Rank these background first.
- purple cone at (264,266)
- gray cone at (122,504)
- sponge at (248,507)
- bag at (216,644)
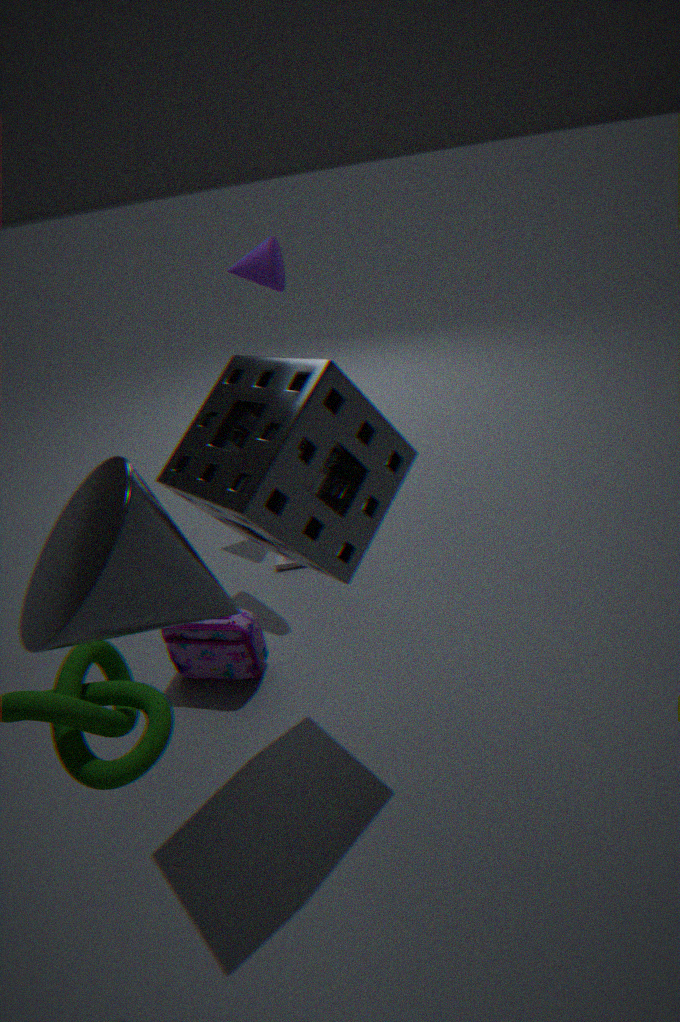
1. purple cone at (264,266)
2. bag at (216,644)
3. sponge at (248,507)
4. gray cone at (122,504)
